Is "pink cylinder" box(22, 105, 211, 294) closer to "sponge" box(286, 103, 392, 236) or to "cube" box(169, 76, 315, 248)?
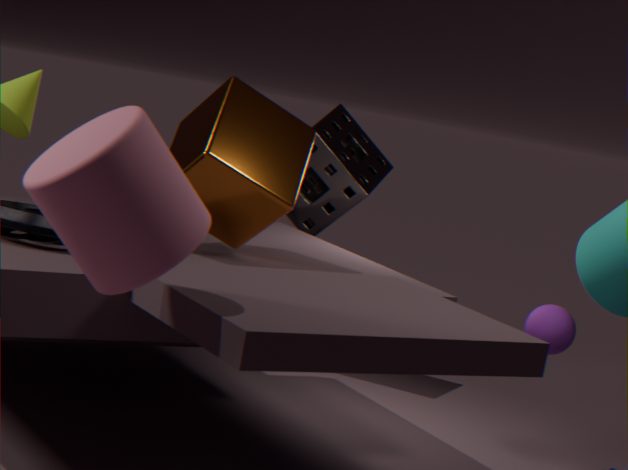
"cube" box(169, 76, 315, 248)
